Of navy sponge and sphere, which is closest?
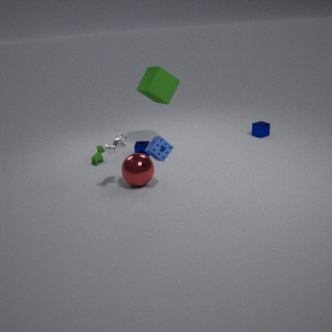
sphere
